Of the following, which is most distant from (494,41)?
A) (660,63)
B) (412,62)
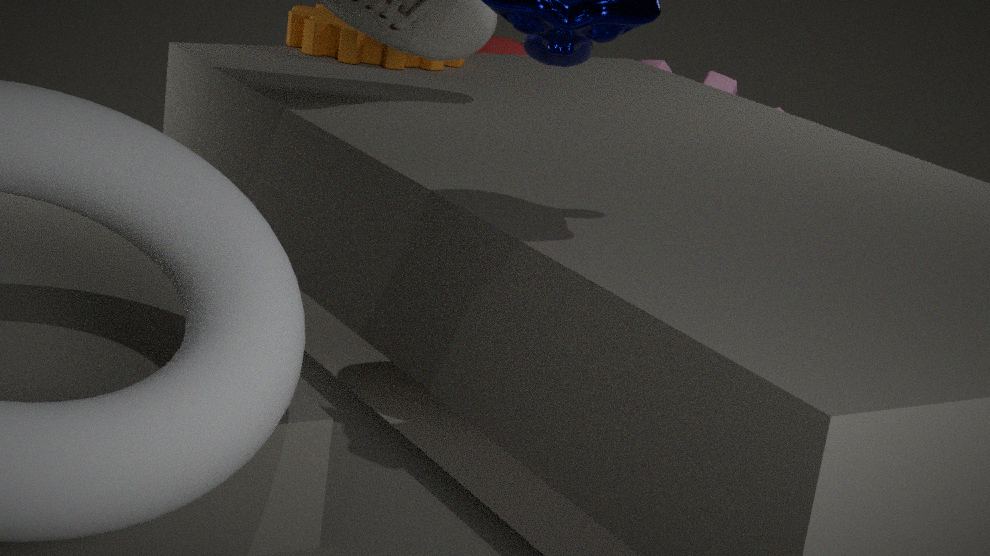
(412,62)
